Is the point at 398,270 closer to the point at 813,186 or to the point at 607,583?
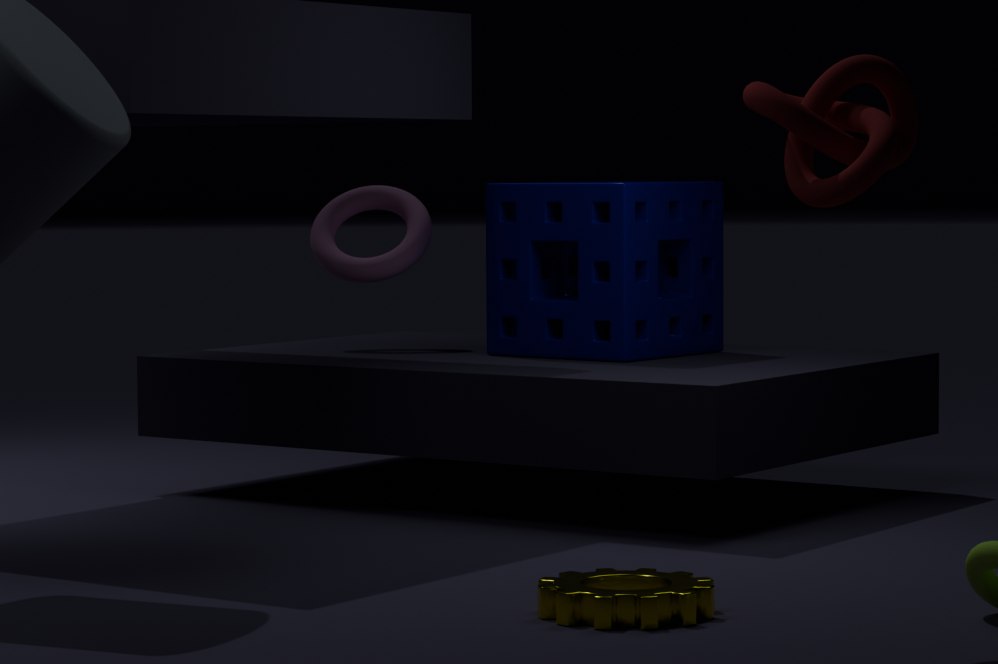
the point at 607,583
